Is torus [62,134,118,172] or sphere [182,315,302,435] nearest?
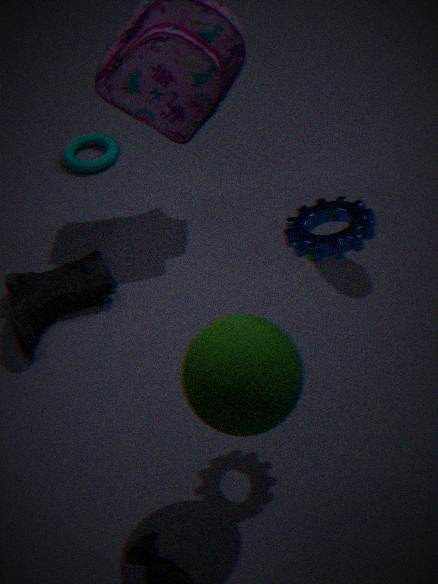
sphere [182,315,302,435]
